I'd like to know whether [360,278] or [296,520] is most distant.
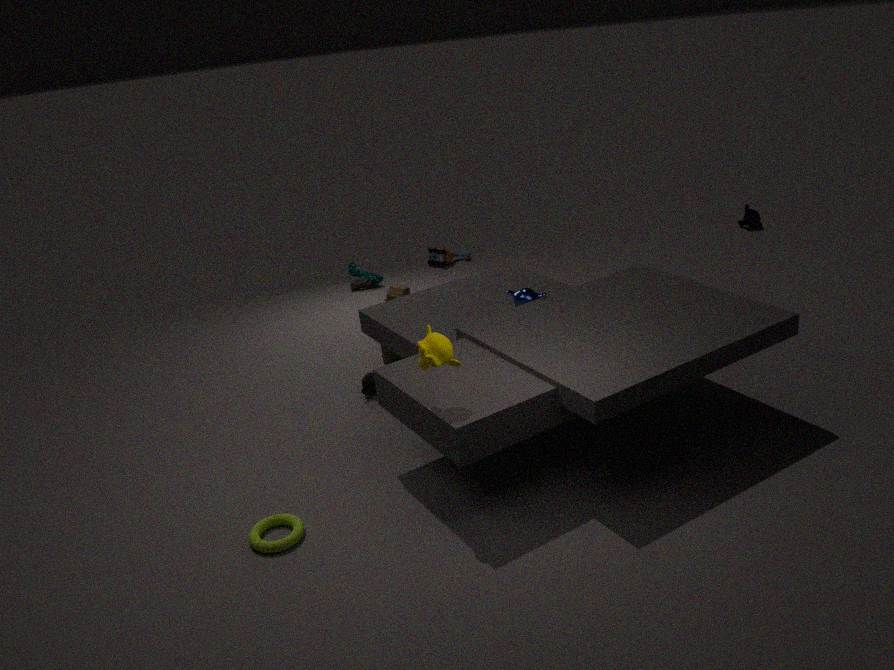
[360,278]
